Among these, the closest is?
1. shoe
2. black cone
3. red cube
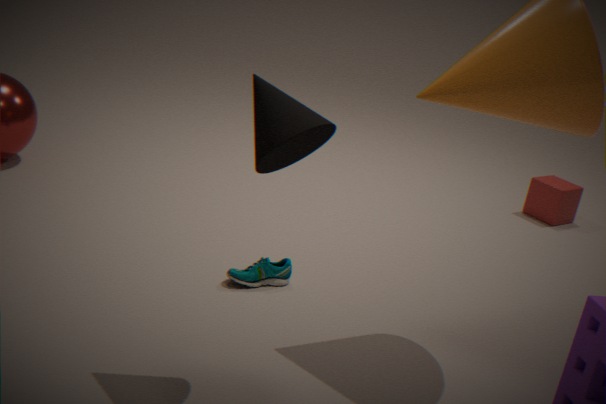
black cone
